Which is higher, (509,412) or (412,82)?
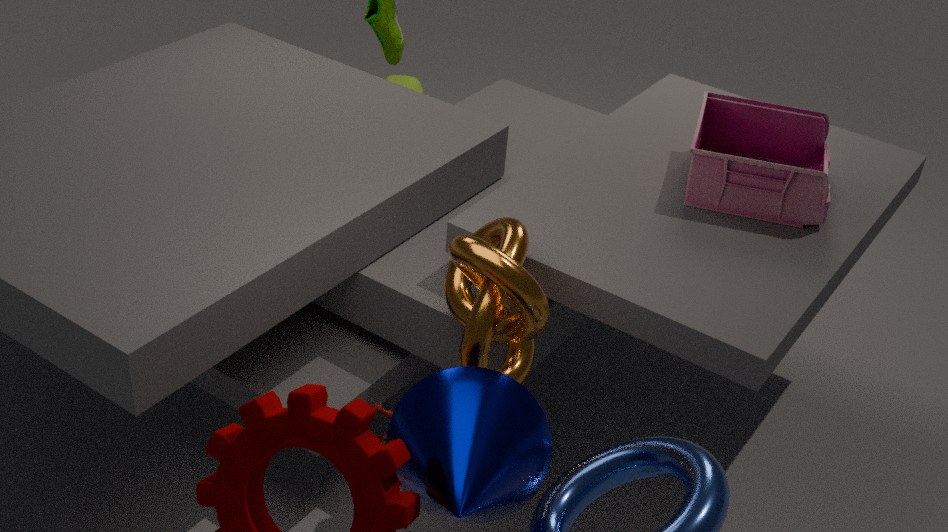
(509,412)
